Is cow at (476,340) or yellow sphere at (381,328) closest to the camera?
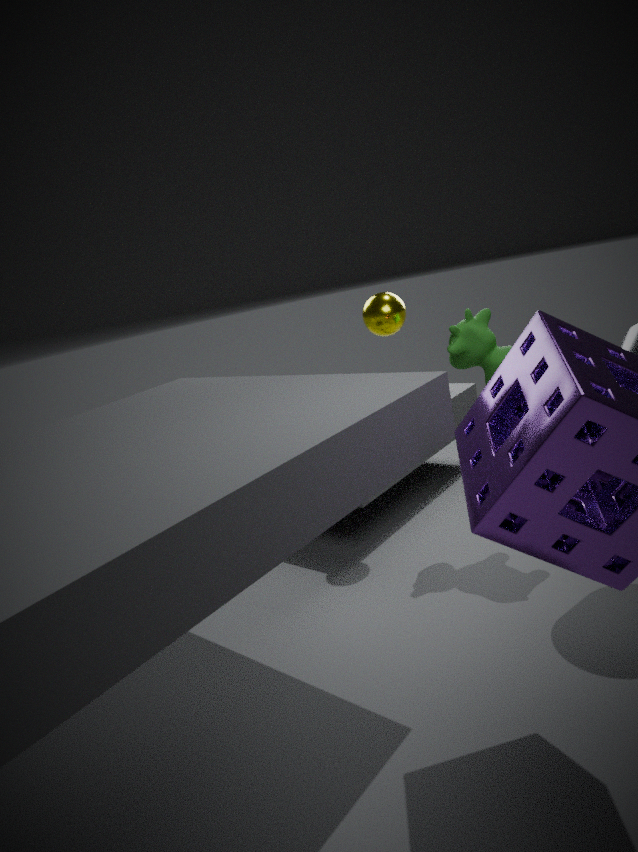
cow at (476,340)
